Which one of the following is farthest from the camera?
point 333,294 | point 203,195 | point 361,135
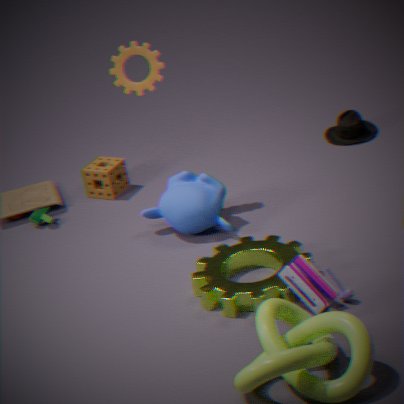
point 361,135
